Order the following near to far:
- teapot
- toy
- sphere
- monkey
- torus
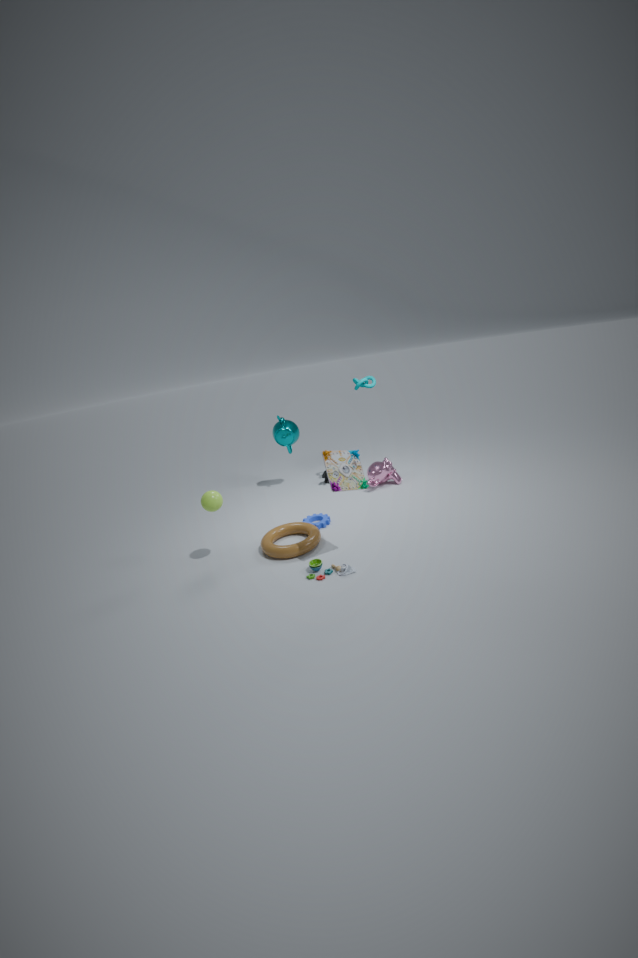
1. toy
2. sphere
3. torus
4. monkey
5. teapot
